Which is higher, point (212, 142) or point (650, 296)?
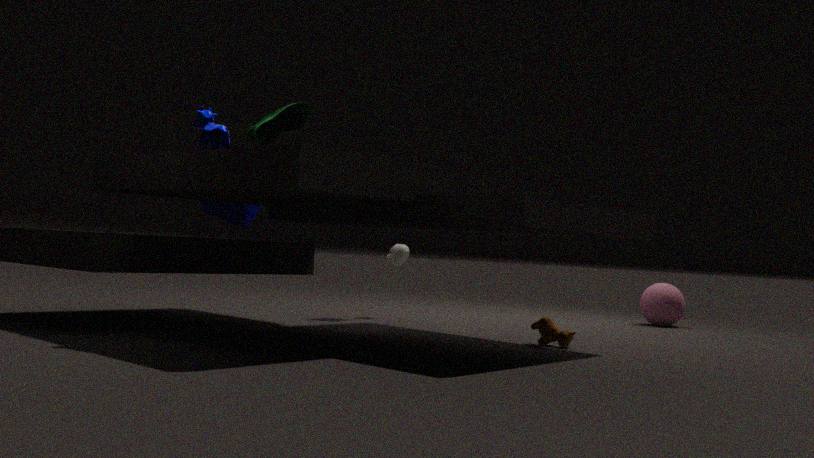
point (212, 142)
